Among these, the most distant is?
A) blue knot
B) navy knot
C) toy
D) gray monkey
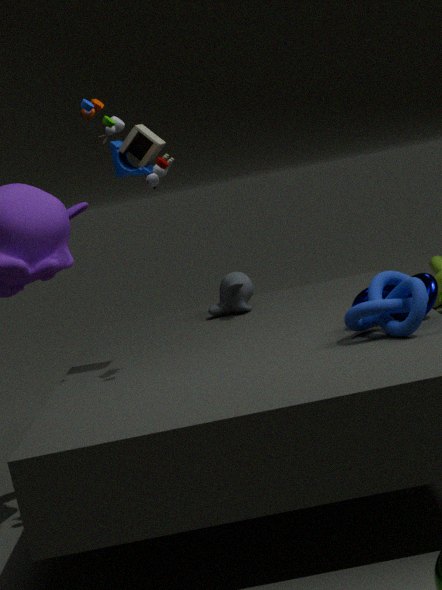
gray monkey
